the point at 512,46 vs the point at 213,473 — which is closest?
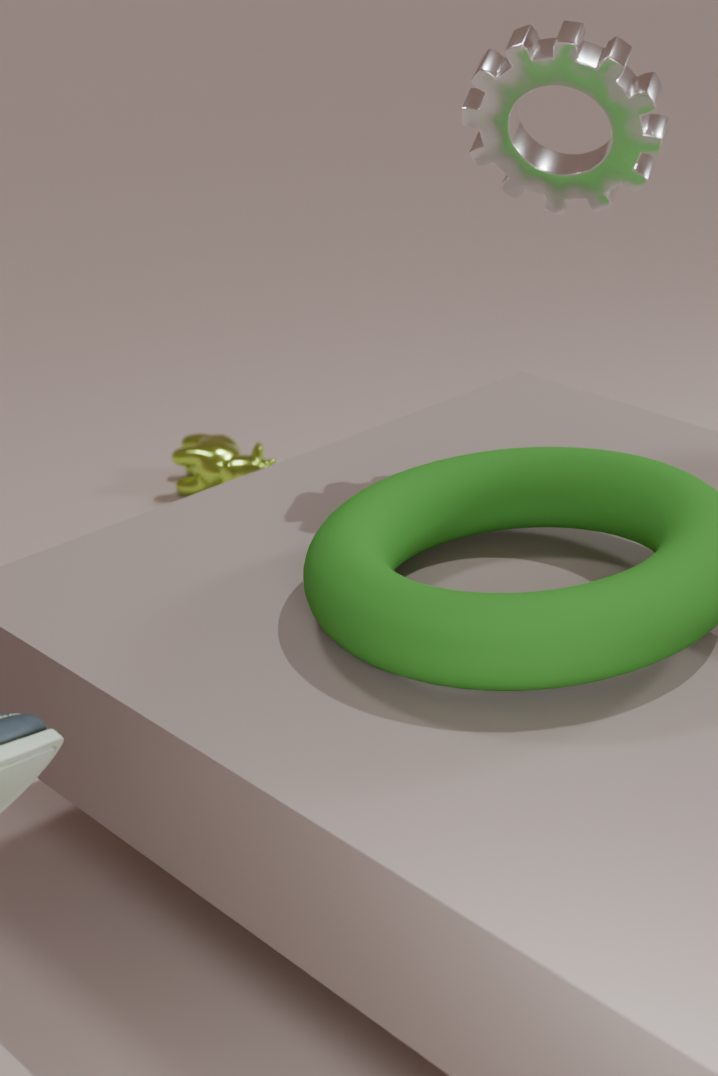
the point at 512,46
